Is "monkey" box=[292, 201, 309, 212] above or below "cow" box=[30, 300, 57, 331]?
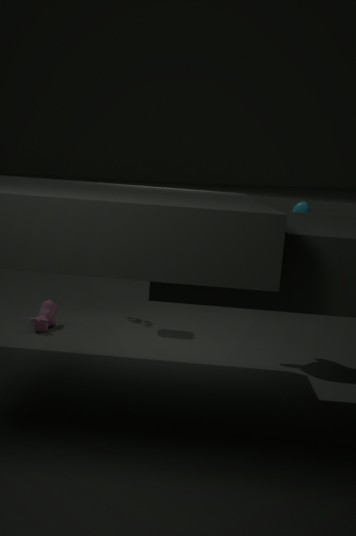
above
